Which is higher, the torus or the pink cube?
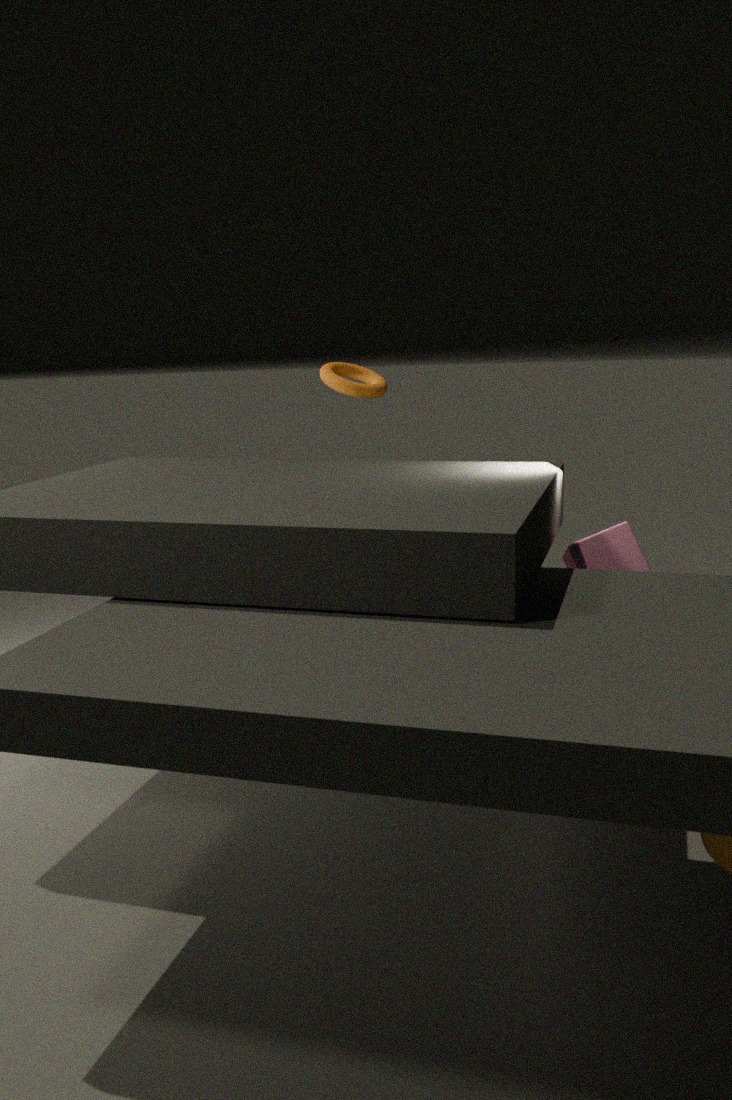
the torus
